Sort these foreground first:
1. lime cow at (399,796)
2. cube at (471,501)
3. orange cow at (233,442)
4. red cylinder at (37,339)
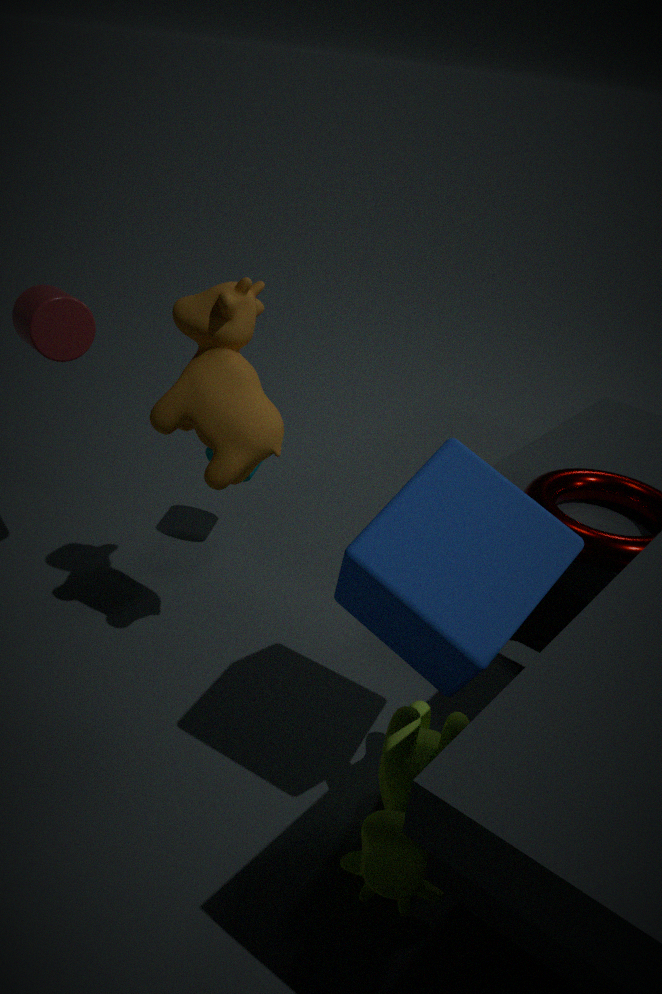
cube at (471,501) → lime cow at (399,796) → orange cow at (233,442) → red cylinder at (37,339)
